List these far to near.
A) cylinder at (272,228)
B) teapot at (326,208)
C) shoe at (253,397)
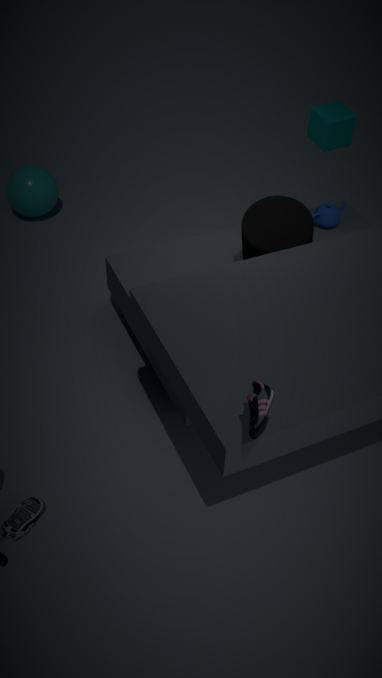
teapot at (326,208)
cylinder at (272,228)
shoe at (253,397)
